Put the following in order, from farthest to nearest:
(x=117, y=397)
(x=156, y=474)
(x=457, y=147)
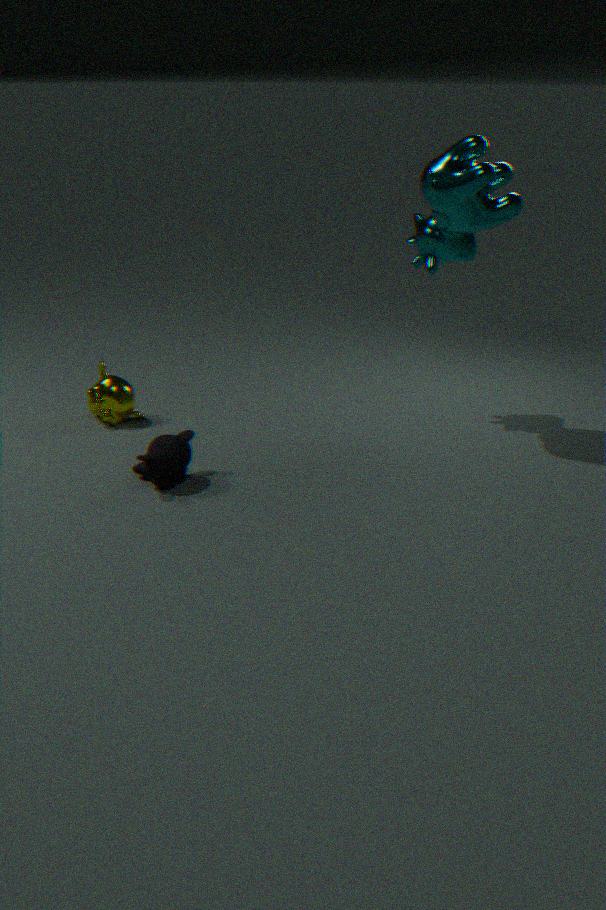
(x=117, y=397), (x=457, y=147), (x=156, y=474)
